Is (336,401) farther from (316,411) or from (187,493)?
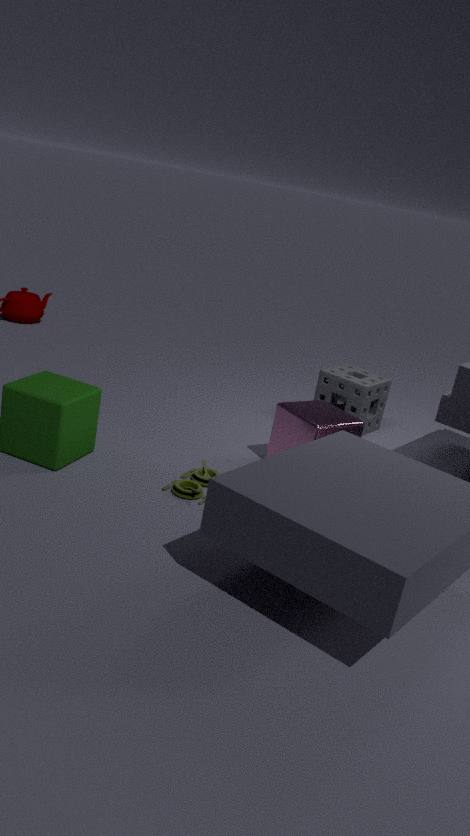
(187,493)
